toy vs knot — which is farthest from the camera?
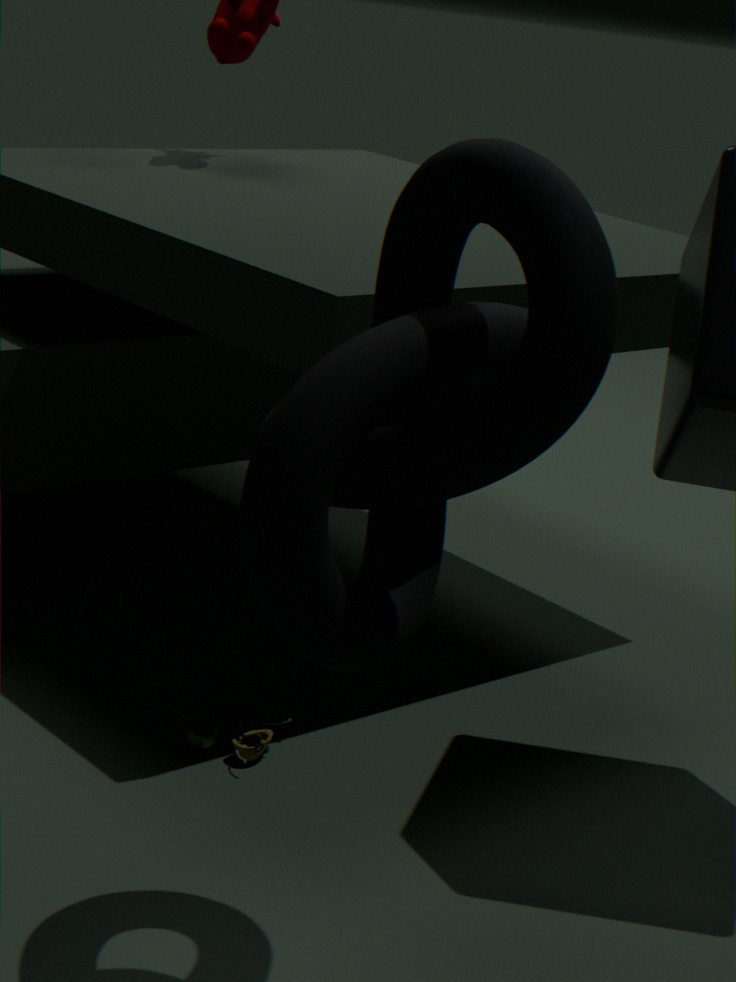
toy
